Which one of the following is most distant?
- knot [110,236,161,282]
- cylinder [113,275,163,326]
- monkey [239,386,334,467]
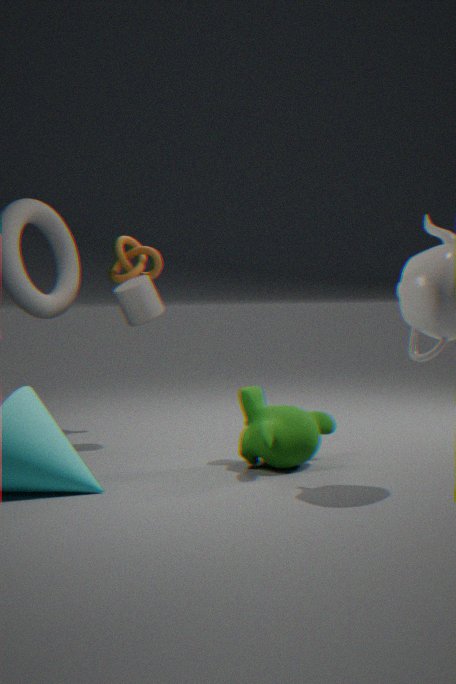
knot [110,236,161,282]
